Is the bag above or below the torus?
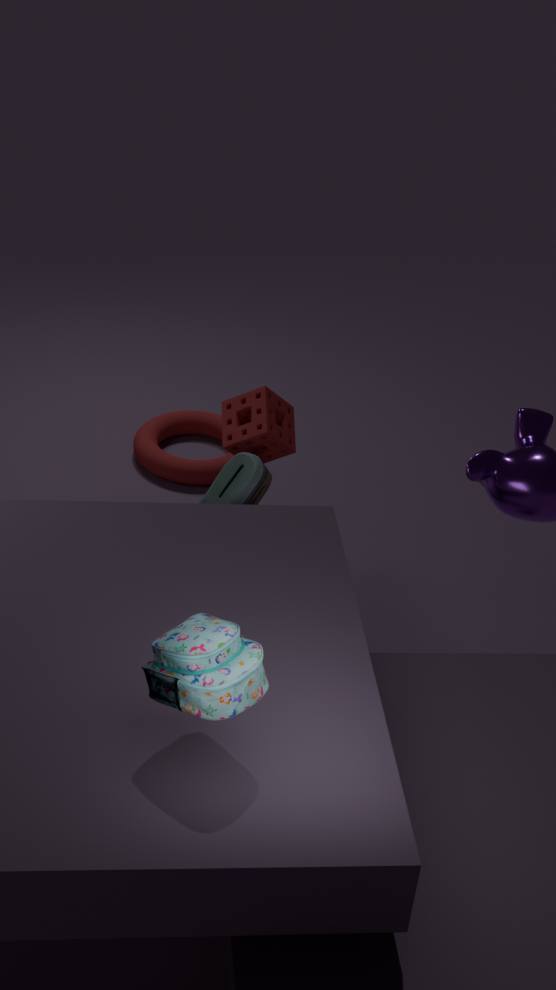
above
